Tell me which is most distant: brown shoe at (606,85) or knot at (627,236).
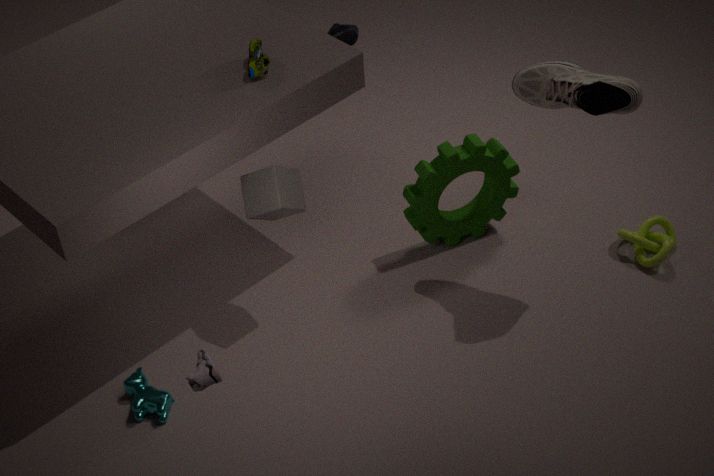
knot at (627,236)
